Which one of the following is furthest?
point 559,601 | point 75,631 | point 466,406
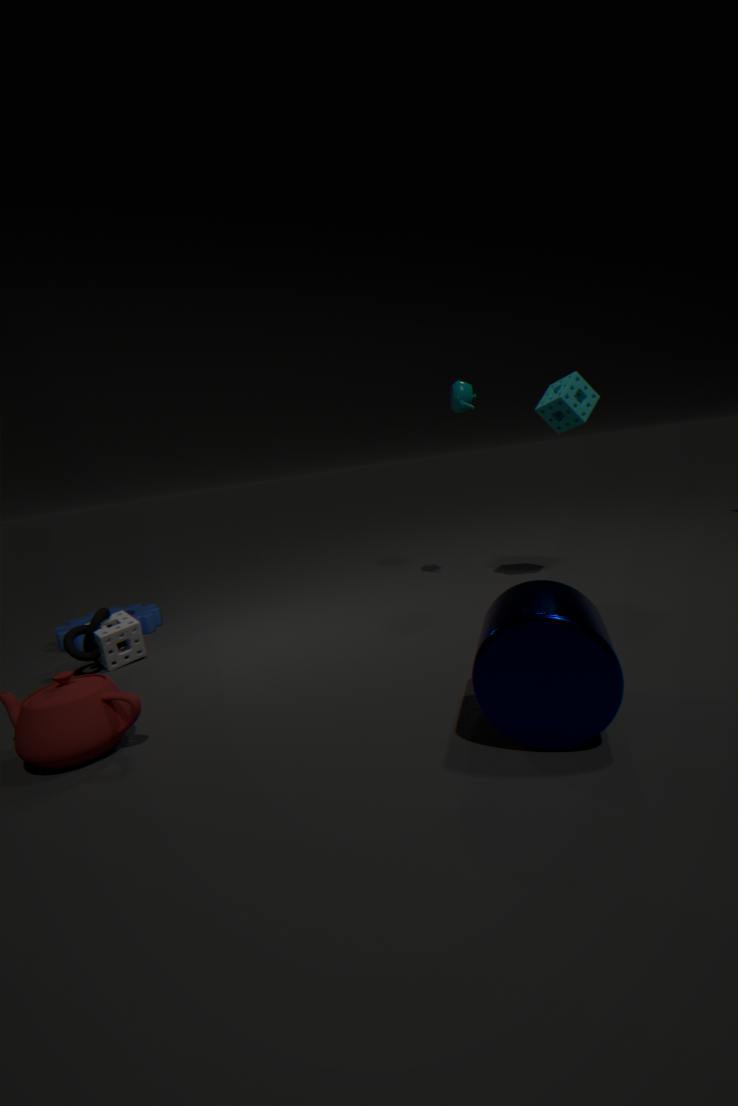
point 466,406
